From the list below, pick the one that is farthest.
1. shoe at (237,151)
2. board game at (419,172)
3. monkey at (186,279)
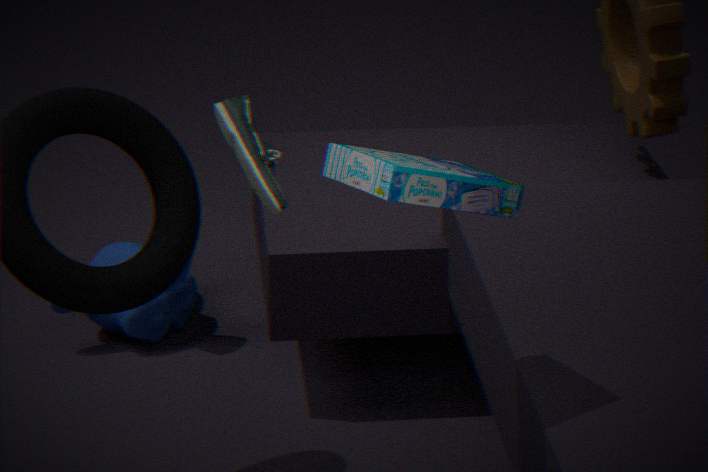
monkey at (186,279)
